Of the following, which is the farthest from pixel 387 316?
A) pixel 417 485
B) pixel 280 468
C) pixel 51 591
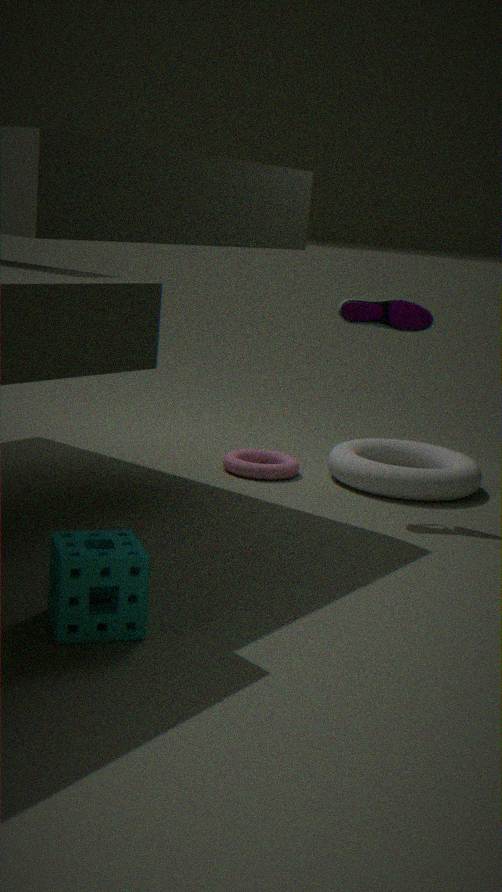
pixel 51 591
